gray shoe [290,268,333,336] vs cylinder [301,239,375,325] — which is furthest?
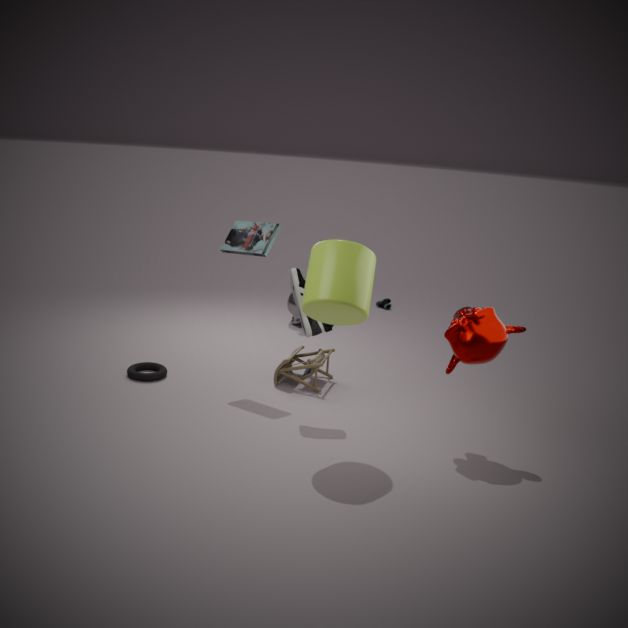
gray shoe [290,268,333,336]
